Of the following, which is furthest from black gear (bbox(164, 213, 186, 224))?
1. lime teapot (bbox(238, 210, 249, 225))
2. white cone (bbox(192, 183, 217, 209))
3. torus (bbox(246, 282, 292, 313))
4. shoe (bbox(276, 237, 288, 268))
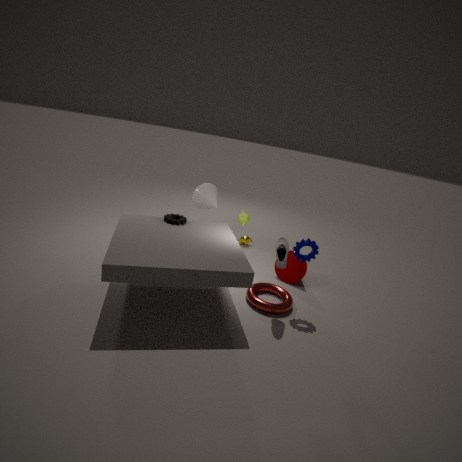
shoe (bbox(276, 237, 288, 268))
